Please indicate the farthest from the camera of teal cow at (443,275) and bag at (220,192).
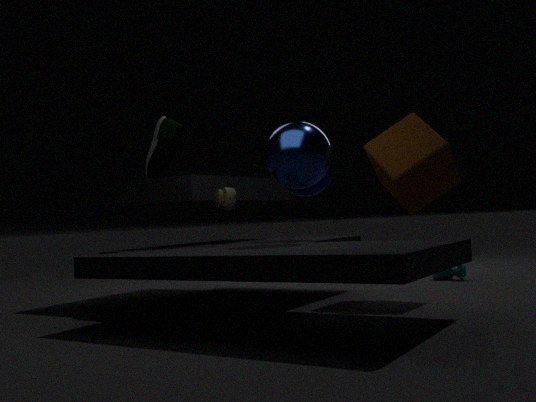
teal cow at (443,275)
